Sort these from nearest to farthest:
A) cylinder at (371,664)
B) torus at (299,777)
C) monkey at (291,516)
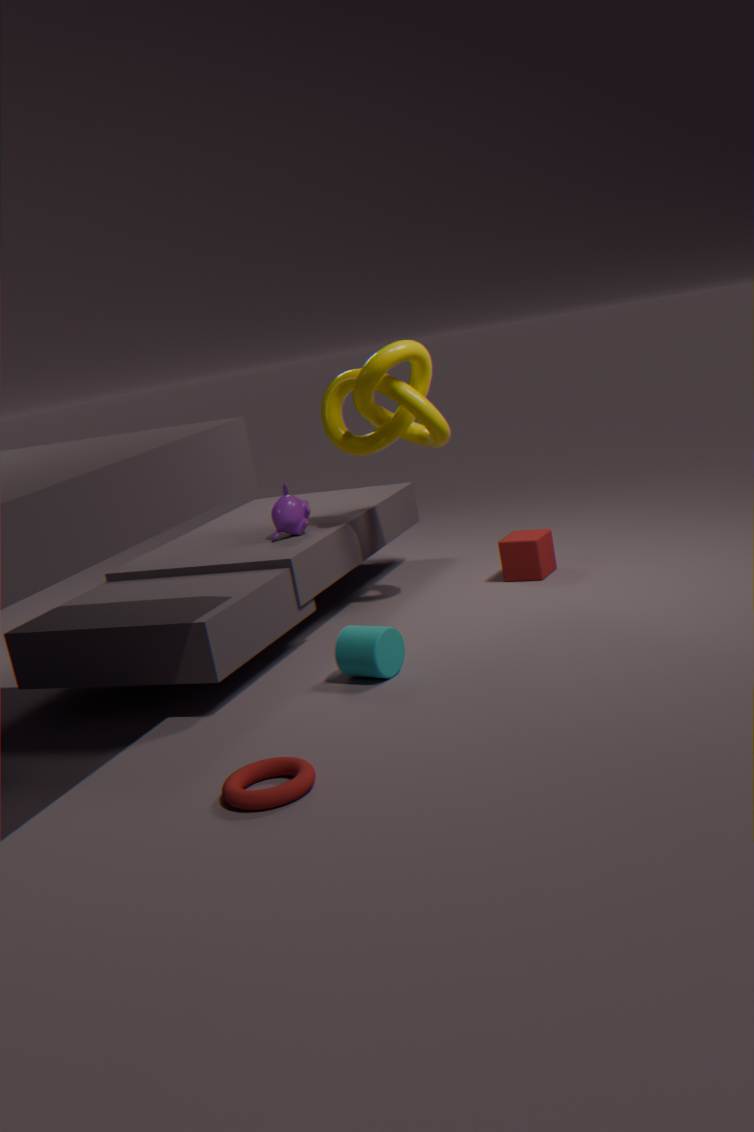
torus at (299,777) → cylinder at (371,664) → monkey at (291,516)
